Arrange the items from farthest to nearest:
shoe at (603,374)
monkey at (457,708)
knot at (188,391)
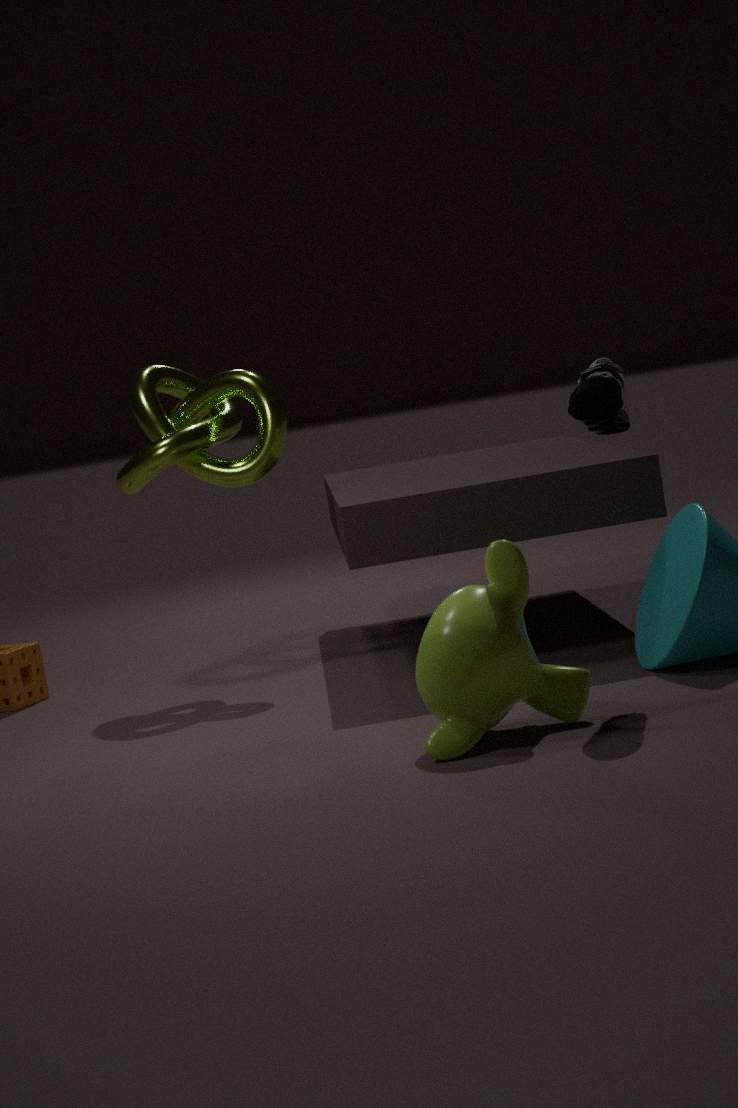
knot at (188,391) → shoe at (603,374) → monkey at (457,708)
